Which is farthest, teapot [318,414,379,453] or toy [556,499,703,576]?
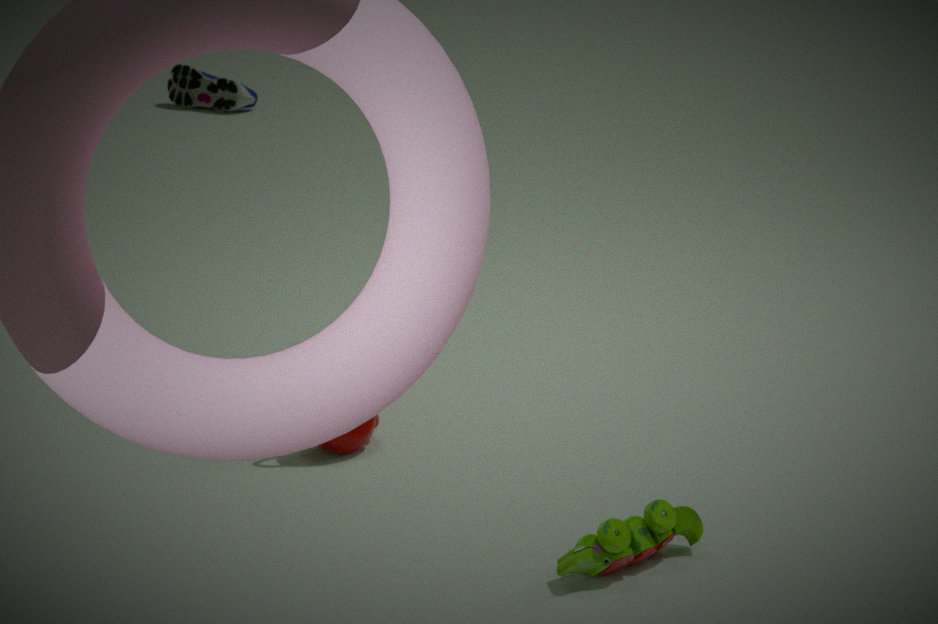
teapot [318,414,379,453]
